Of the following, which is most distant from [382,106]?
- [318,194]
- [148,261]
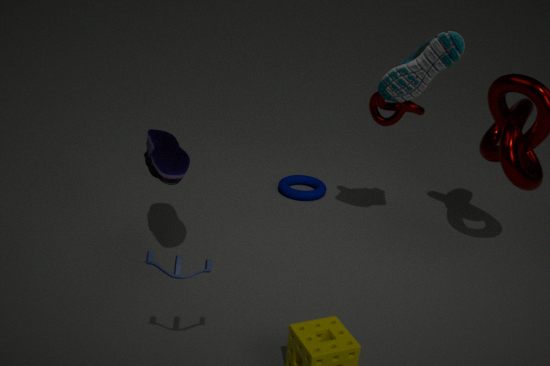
[148,261]
